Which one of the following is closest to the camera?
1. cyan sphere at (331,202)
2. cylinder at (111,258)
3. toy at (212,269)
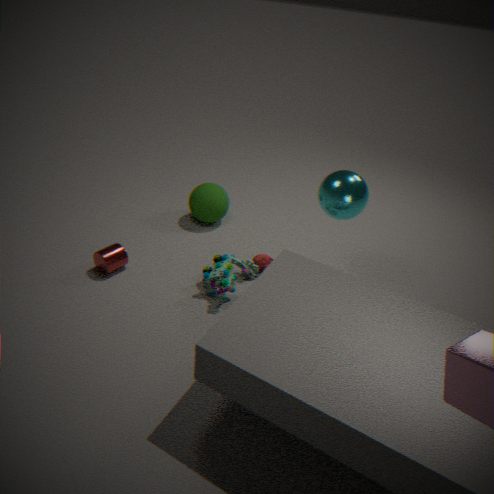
toy at (212,269)
